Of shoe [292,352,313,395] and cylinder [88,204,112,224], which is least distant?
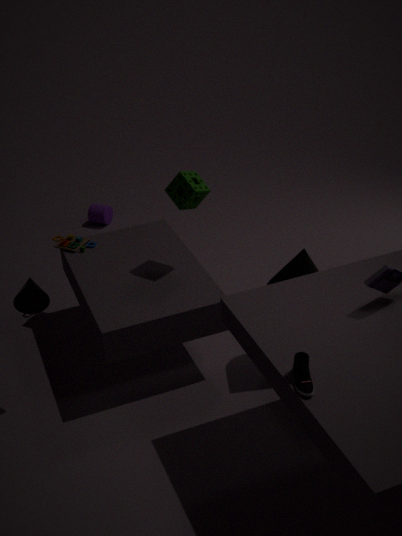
shoe [292,352,313,395]
